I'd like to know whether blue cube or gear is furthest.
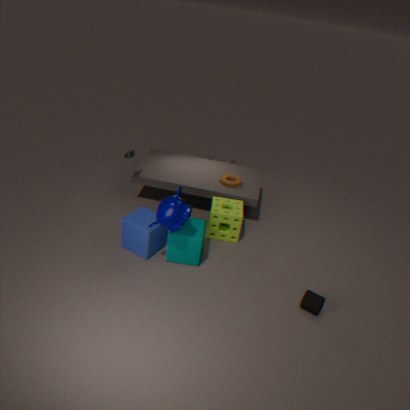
gear
